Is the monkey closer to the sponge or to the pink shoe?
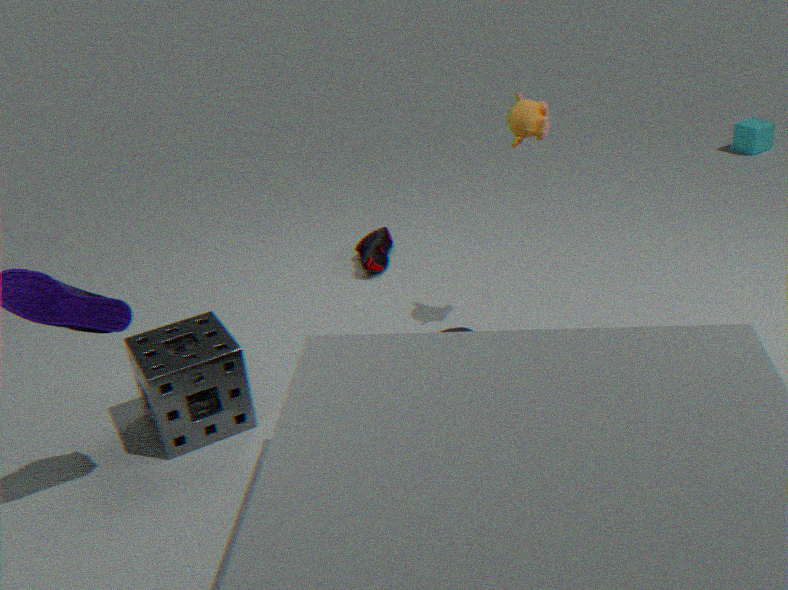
the pink shoe
